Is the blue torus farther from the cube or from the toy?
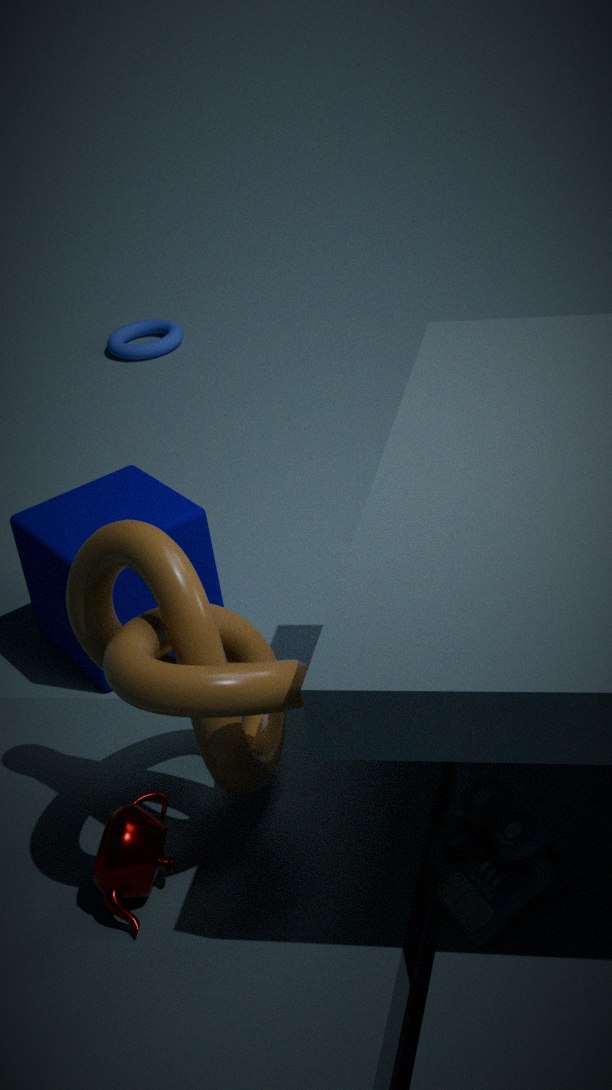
the toy
